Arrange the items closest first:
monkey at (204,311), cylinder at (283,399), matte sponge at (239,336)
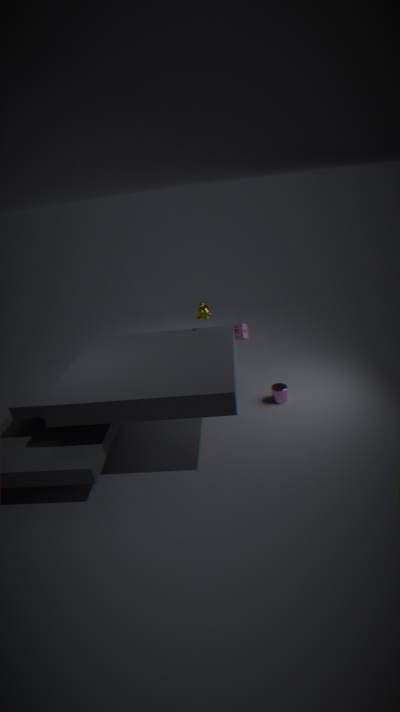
monkey at (204,311)
cylinder at (283,399)
matte sponge at (239,336)
